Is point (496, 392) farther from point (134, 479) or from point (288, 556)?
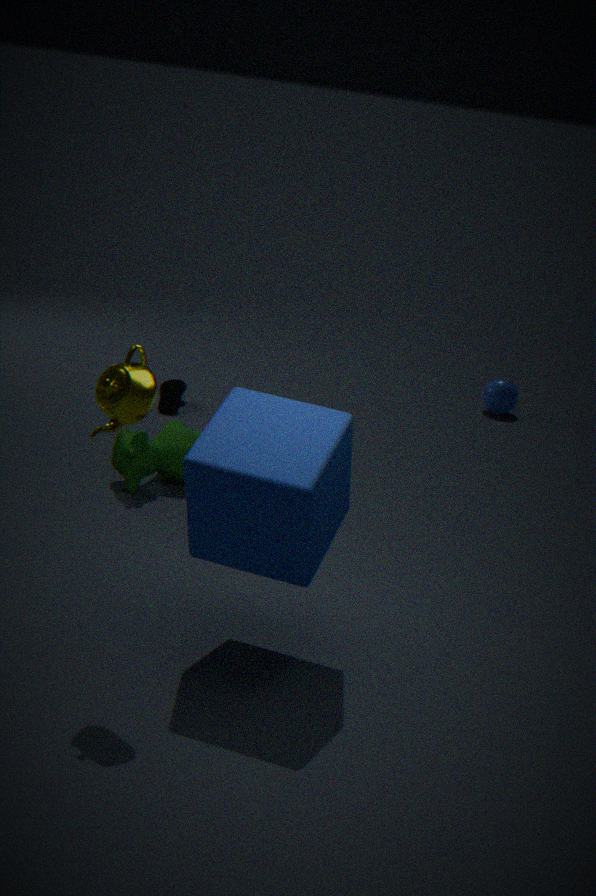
point (288, 556)
